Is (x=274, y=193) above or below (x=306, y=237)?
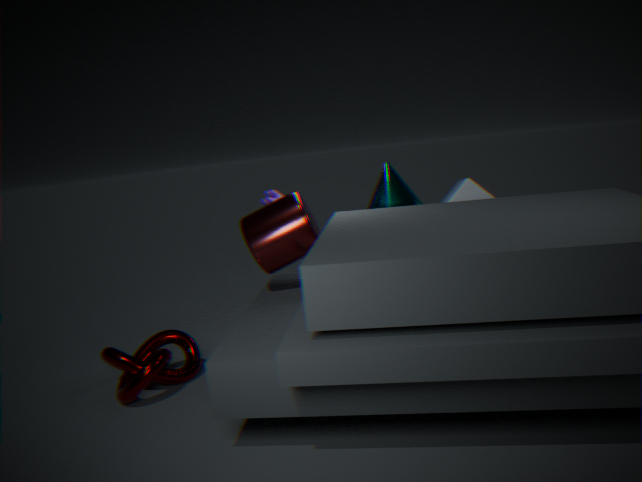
above
